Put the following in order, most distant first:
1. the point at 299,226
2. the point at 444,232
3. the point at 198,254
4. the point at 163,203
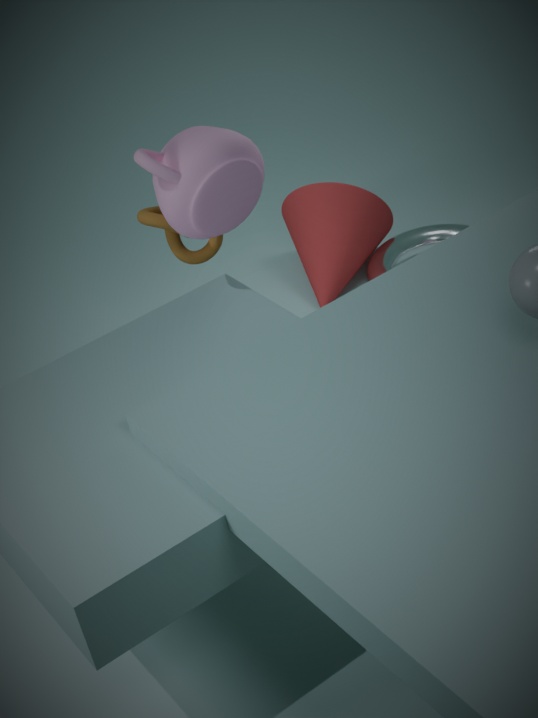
1. the point at 444,232
2. the point at 299,226
3. the point at 198,254
4. the point at 163,203
